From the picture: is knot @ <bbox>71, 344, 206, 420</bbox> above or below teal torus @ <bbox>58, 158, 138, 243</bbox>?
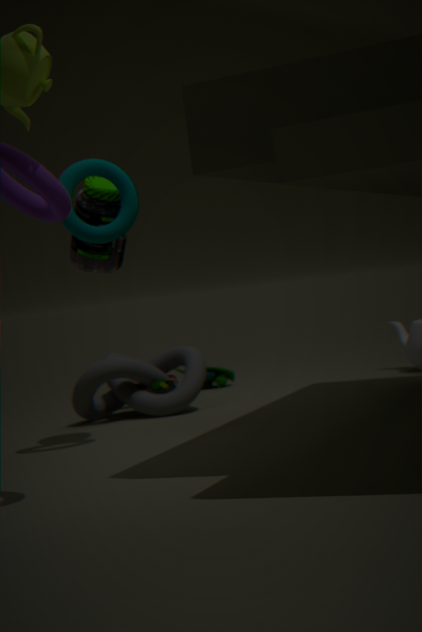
below
